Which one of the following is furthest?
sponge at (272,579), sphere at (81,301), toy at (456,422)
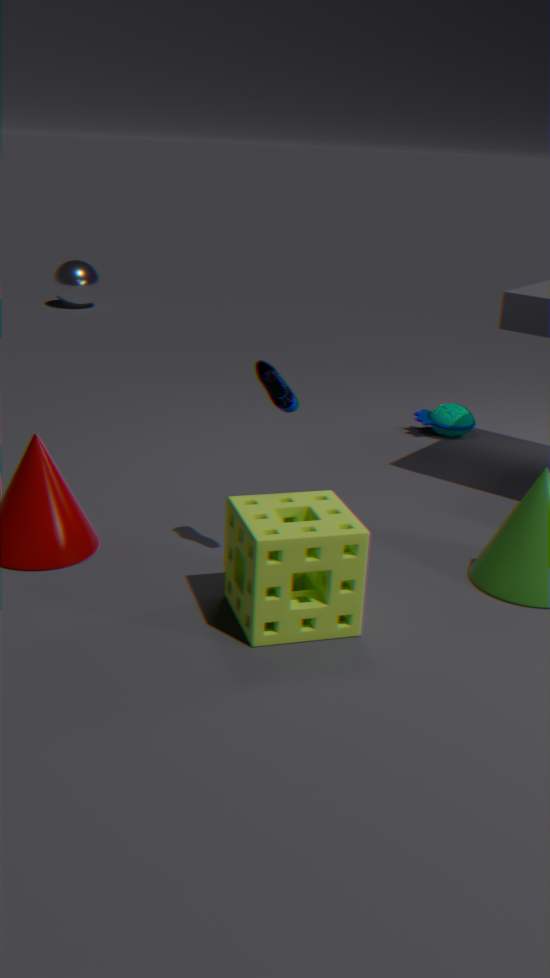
sphere at (81,301)
